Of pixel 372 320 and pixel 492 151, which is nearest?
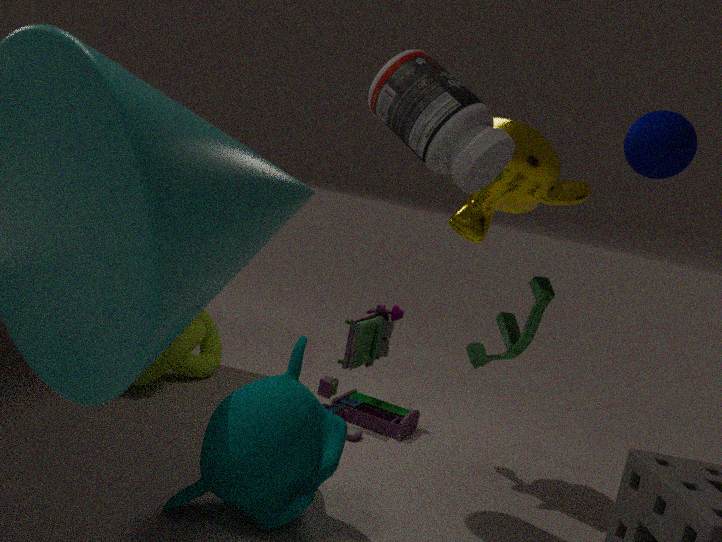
pixel 492 151
